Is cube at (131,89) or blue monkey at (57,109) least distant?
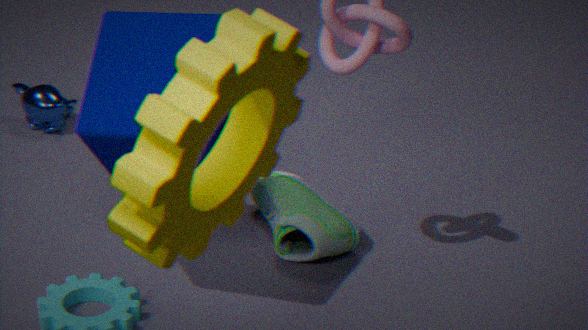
cube at (131,89)
